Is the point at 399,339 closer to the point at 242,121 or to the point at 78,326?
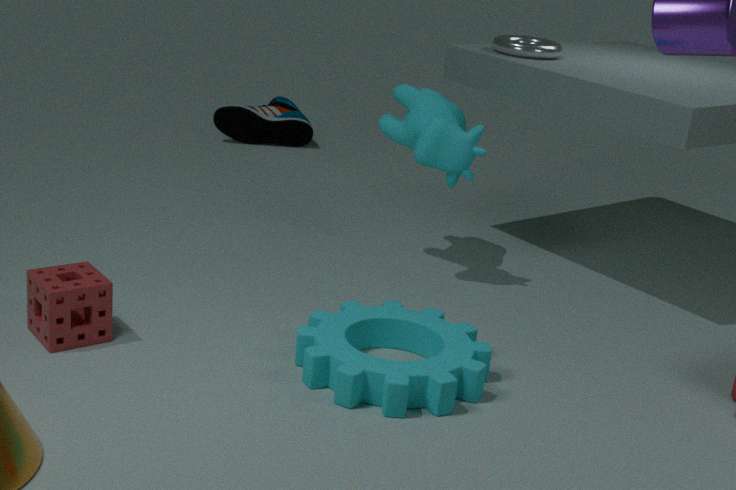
the point at 78,326
